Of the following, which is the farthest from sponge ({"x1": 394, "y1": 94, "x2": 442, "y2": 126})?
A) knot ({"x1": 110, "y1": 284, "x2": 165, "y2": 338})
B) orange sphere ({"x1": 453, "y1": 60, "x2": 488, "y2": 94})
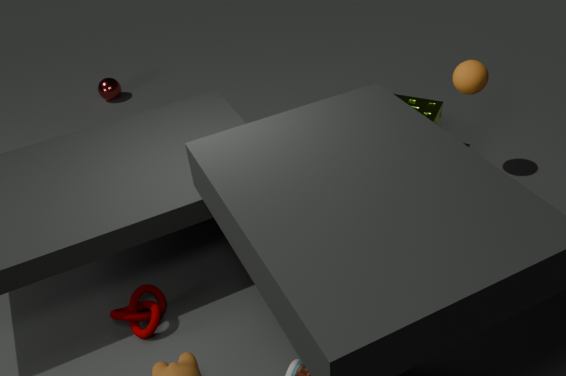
knot ({"x1": 110, "y1": 284, "x2": 165, "y2": 338})
